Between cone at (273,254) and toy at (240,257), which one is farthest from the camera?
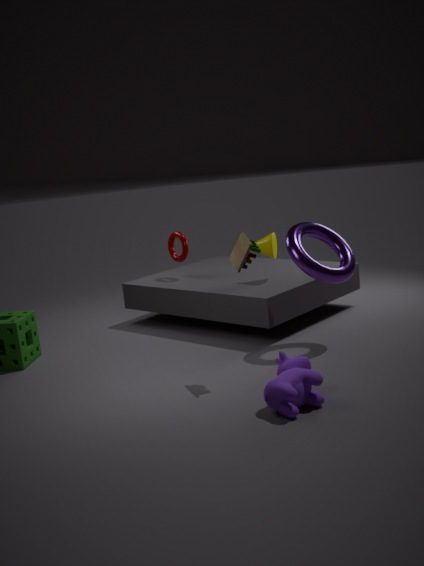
cone at (273,254)
